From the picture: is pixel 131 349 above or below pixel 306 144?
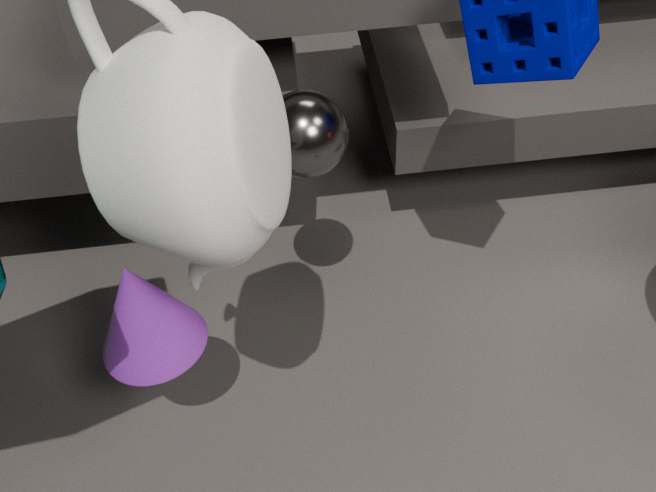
below
